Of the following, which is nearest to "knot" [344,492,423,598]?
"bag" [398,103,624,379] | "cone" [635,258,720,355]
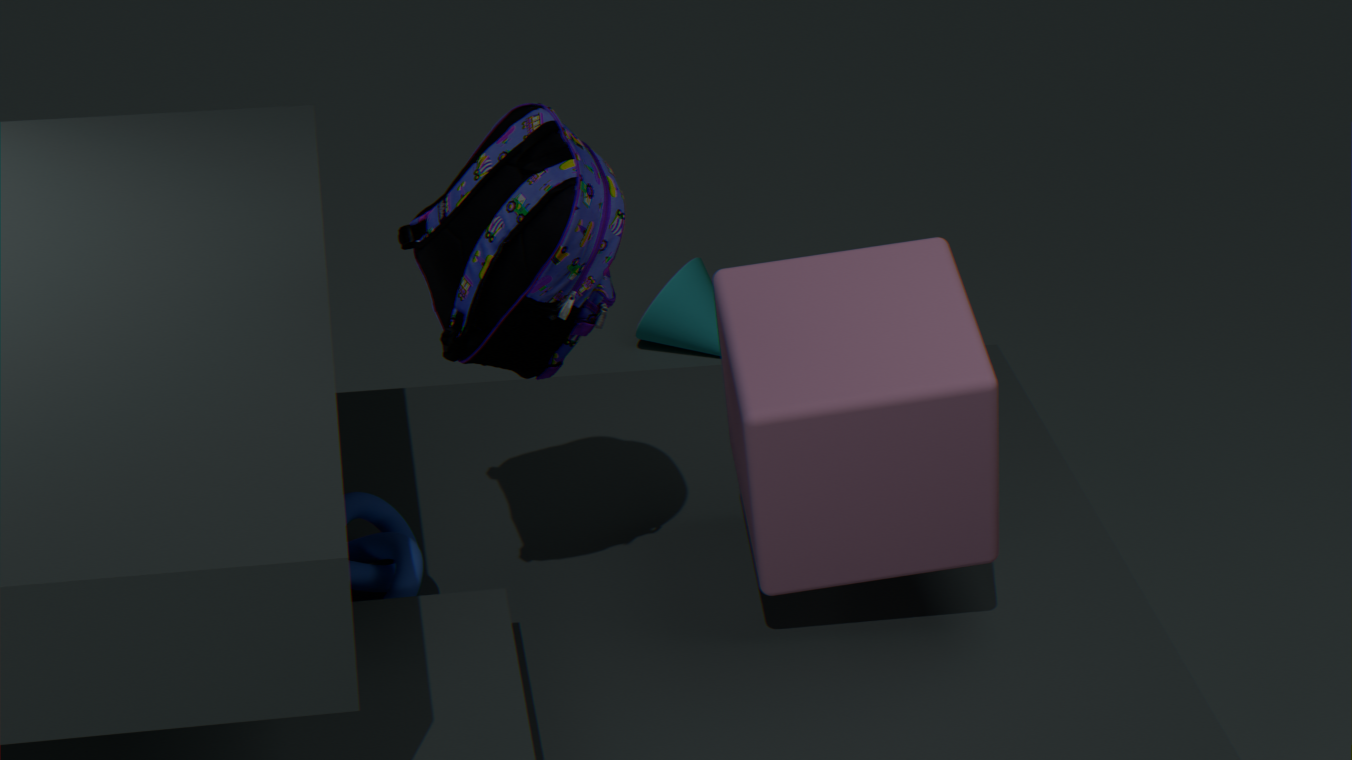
"bag" [398,103,624,379]
